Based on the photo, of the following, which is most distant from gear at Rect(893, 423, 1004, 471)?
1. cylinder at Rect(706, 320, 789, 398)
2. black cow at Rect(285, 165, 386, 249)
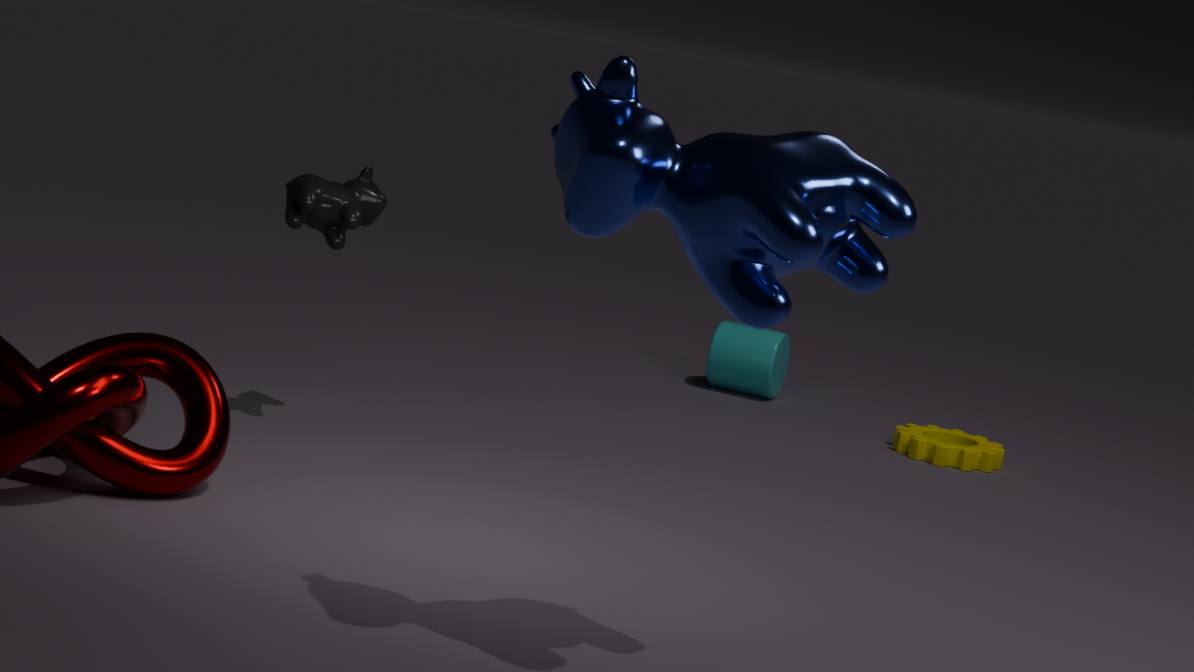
black cow at Rect(285, 165, 386, 249)
